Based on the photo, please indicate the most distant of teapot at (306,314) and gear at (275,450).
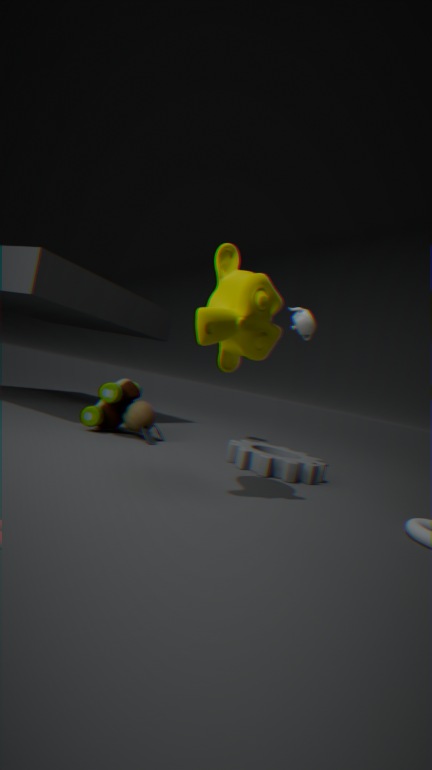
teapot at (306,314)
